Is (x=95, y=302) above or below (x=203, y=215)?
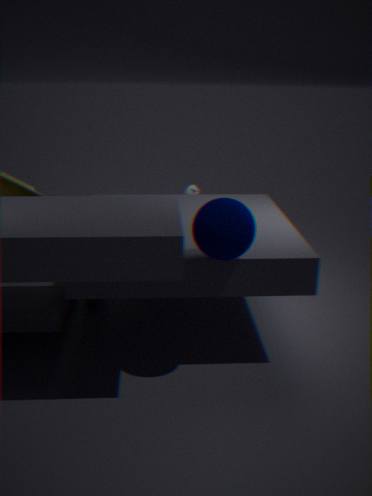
below
